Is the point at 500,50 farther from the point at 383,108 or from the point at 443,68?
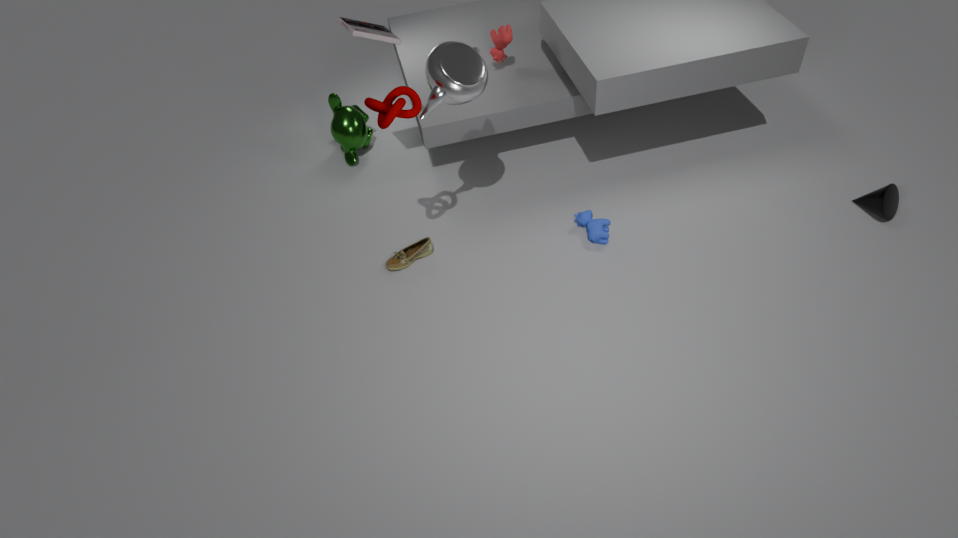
the point at 383,108
